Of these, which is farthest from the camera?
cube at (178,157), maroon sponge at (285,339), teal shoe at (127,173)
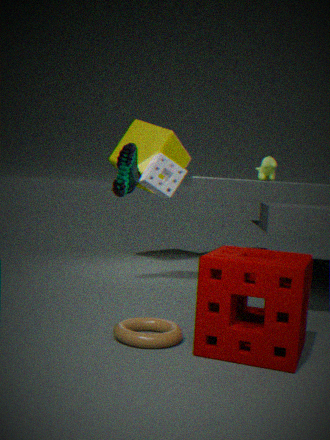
cube at (178,157)
